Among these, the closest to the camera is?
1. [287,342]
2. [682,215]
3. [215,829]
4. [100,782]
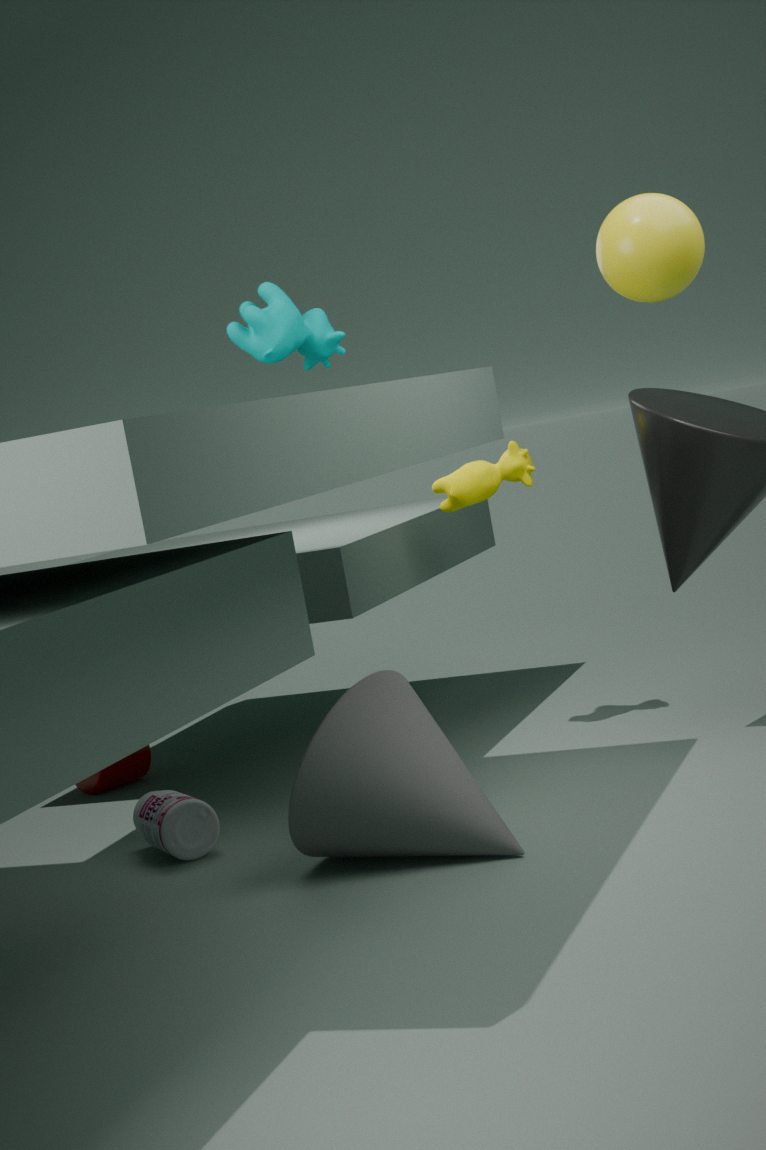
[682,215]
